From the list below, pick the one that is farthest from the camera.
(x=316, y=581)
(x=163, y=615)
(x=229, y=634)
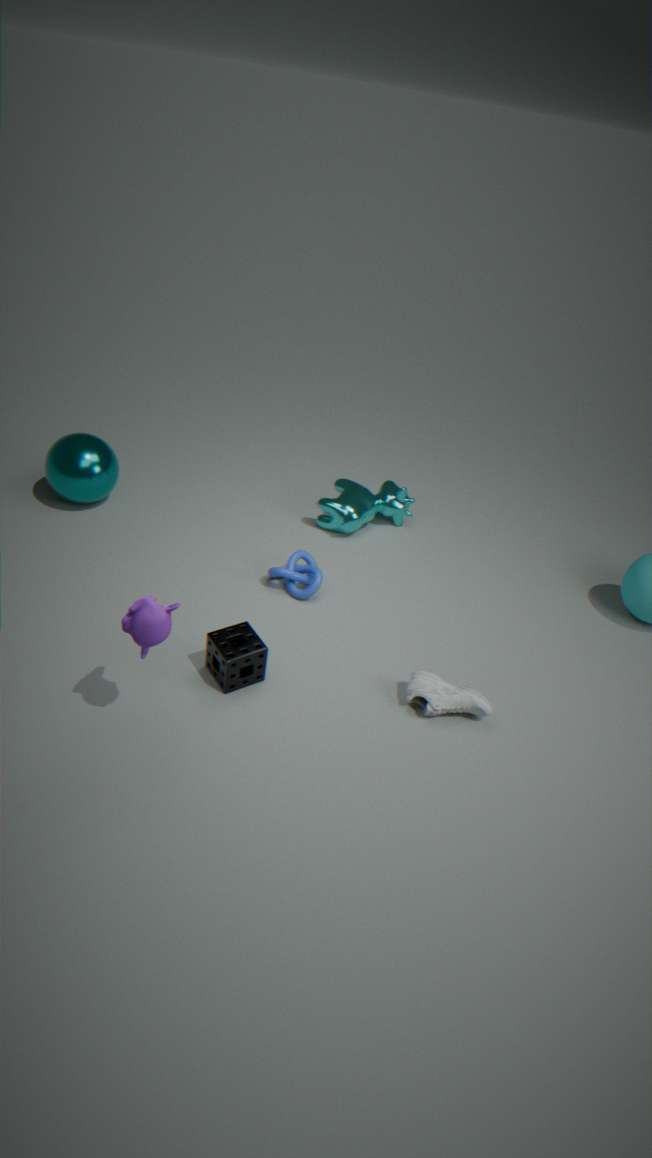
(x=316, y=581)
